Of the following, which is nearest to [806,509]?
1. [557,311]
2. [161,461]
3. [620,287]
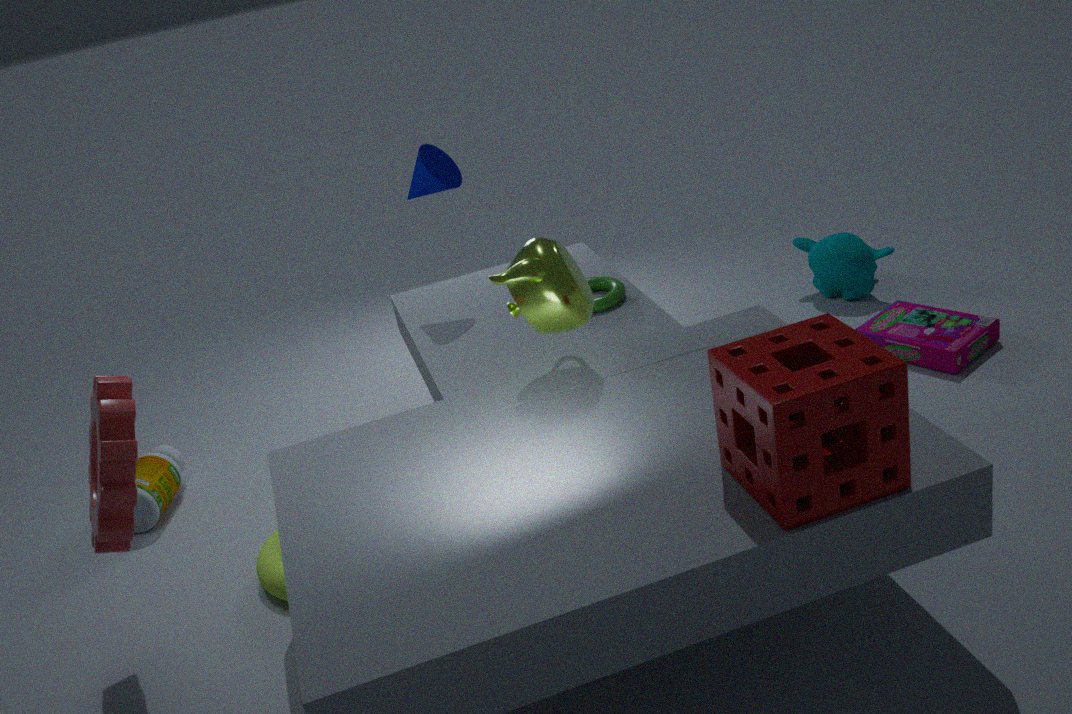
[557,311]
